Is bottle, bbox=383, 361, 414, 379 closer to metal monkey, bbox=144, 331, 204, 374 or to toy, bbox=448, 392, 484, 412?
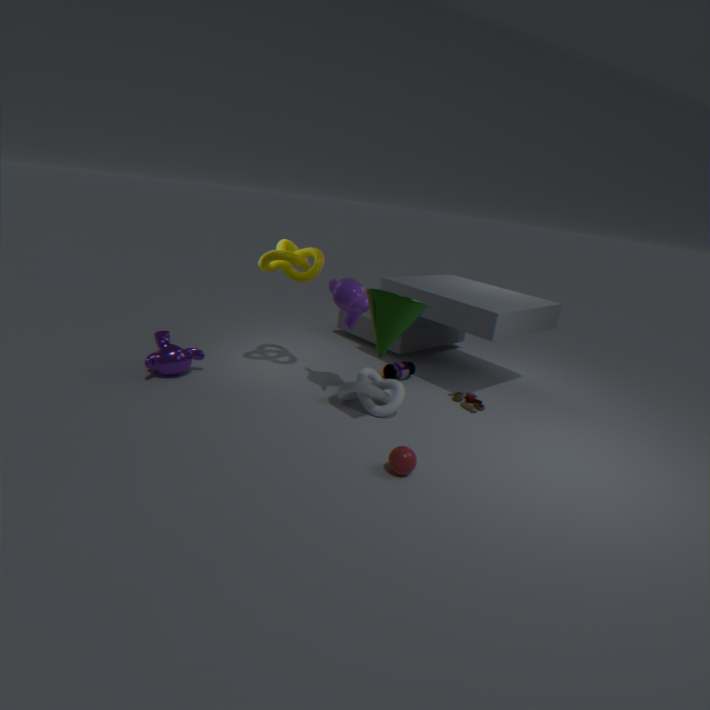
toy, bbox=448, 392, 484, 412
